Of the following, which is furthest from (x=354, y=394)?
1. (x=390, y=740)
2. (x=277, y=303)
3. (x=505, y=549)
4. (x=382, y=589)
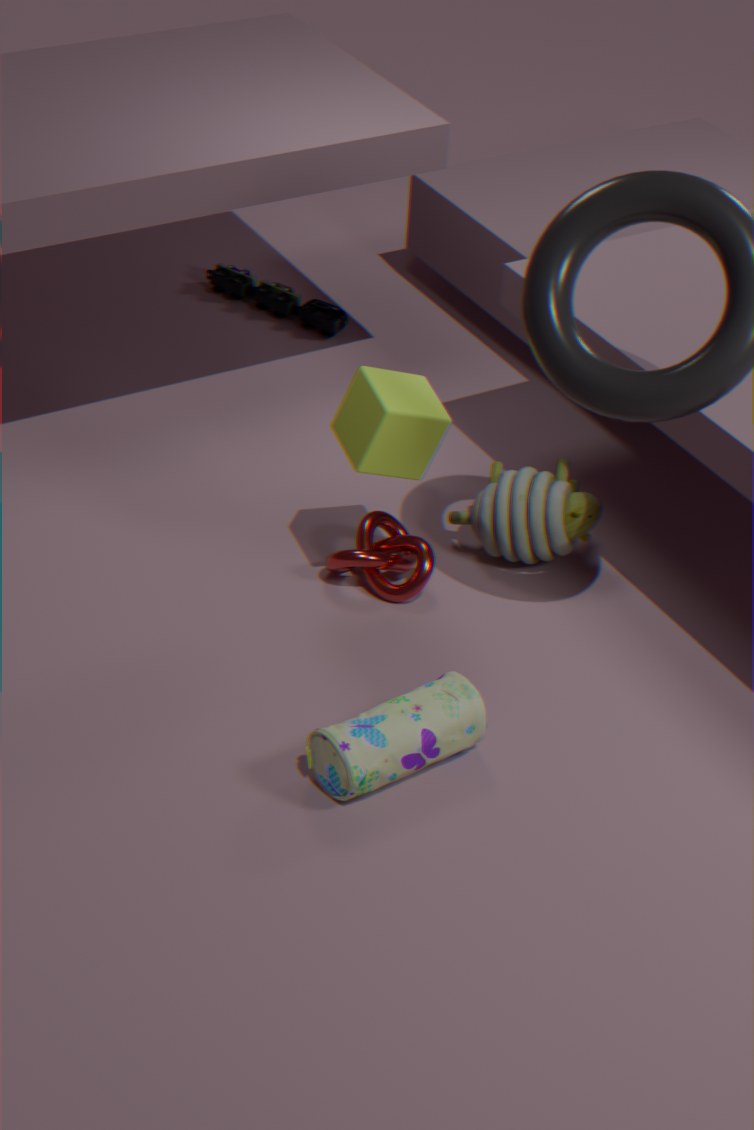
(x=277, y=303)
